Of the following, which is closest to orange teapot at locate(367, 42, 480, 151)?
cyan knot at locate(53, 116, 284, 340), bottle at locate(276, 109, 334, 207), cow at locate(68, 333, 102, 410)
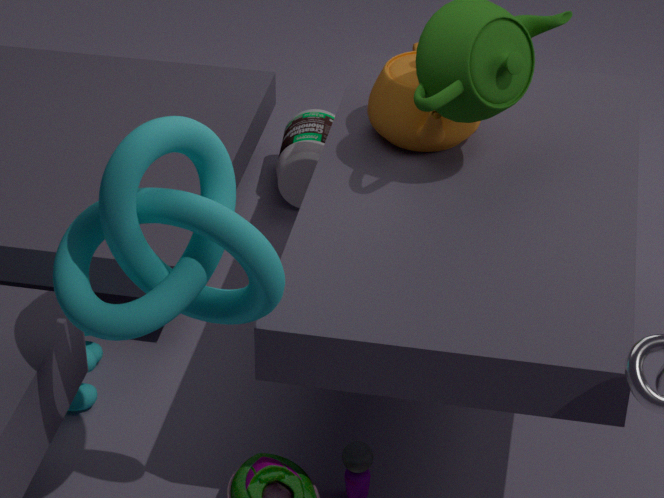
bottle at locate(276, 109, 334, 207)
